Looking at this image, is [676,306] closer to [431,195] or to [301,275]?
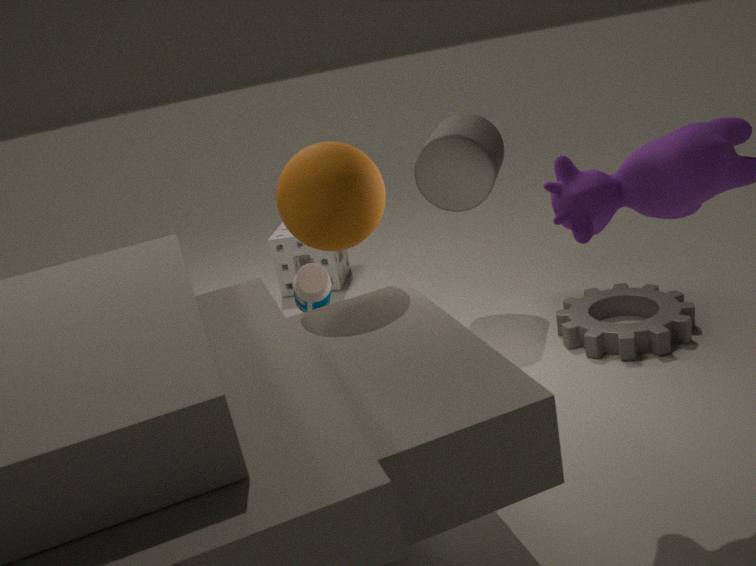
[431,195]
